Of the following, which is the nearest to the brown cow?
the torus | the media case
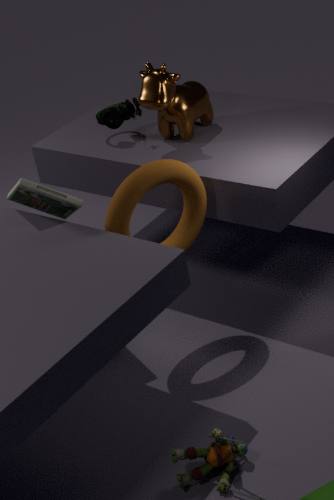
the torus
